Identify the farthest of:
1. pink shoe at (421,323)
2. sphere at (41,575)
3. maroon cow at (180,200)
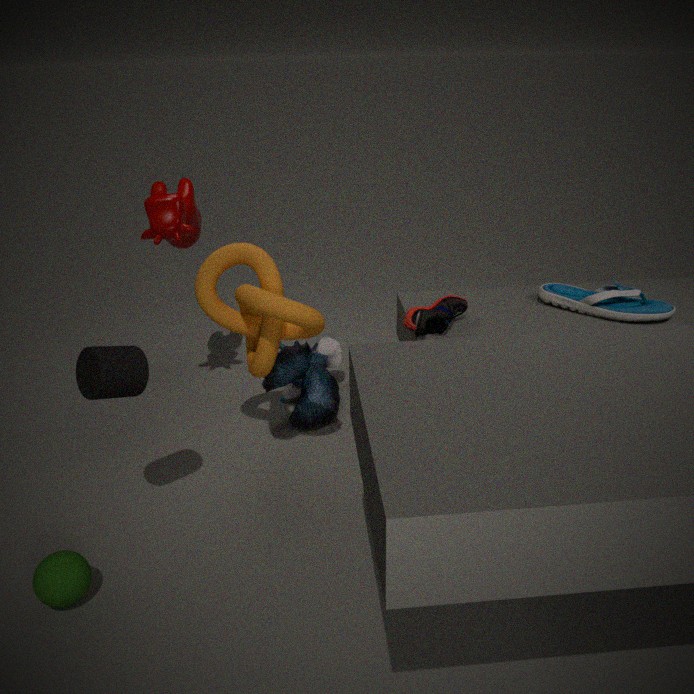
maroon cow at (180,200)
